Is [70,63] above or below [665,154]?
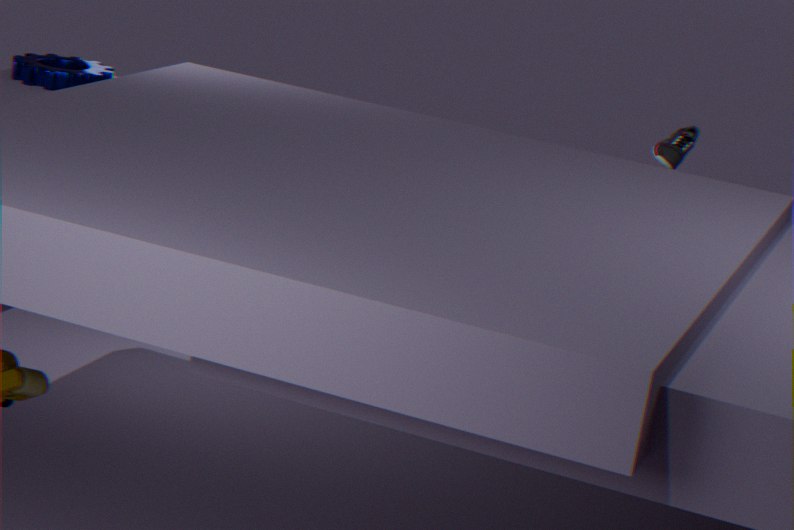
below
